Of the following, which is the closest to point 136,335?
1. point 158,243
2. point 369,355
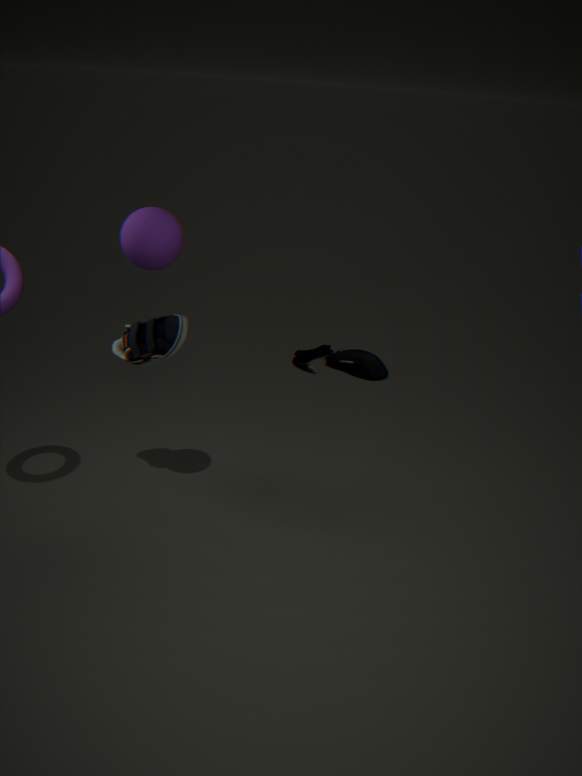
point 158,243
